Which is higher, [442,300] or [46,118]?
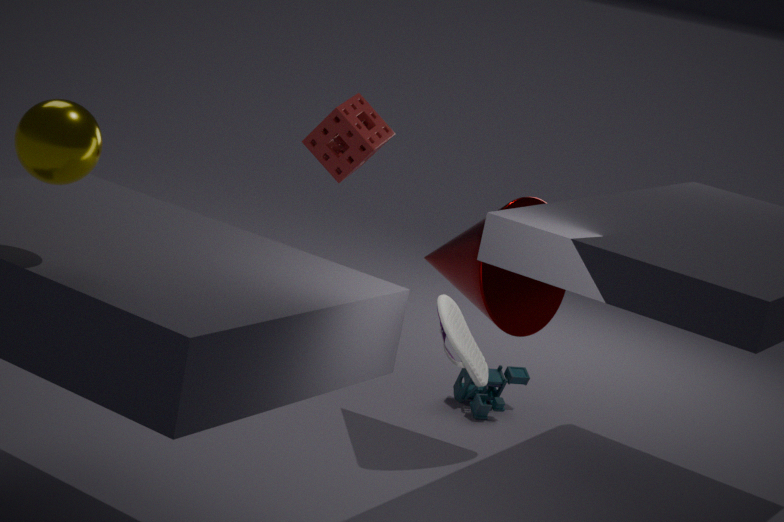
[46,118]
